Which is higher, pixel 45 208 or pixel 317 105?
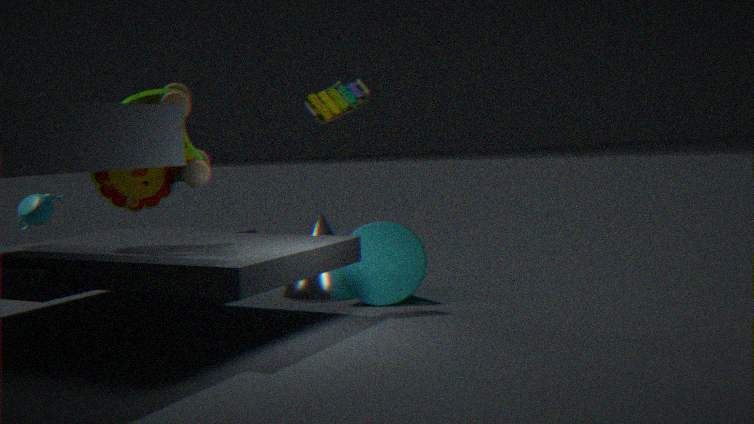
pixel 317 105
